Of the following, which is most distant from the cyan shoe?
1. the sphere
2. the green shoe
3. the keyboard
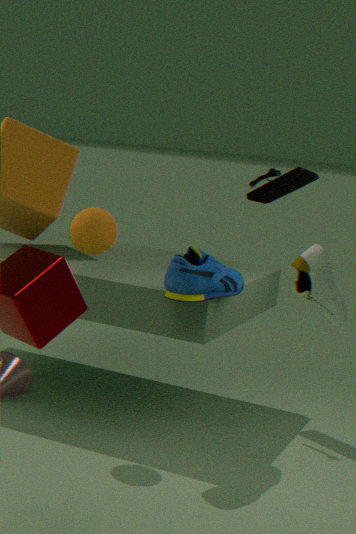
the keyboard
